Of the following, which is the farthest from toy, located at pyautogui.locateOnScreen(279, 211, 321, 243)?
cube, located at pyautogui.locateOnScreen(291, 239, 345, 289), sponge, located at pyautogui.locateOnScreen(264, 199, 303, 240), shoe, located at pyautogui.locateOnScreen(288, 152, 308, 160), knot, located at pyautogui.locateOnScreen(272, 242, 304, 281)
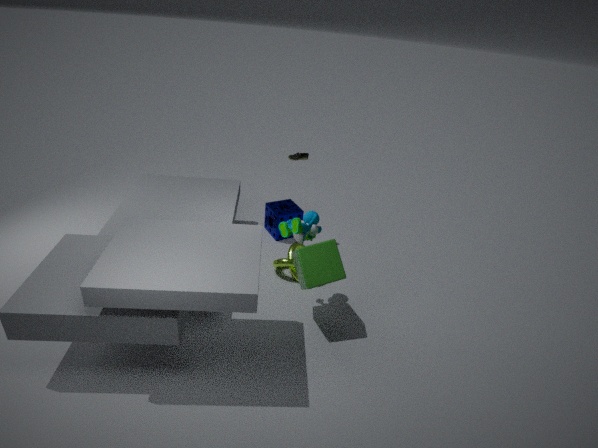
sponge, located at pyautogui.locateOnScreen(264, 199, 303, 240)
